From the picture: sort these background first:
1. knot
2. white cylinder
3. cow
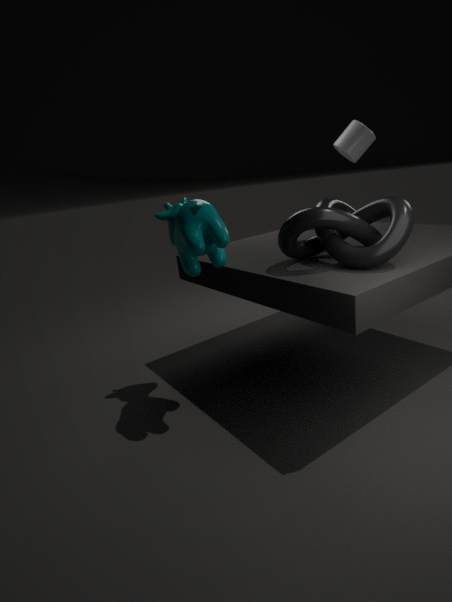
white cylinder → cow → knot
